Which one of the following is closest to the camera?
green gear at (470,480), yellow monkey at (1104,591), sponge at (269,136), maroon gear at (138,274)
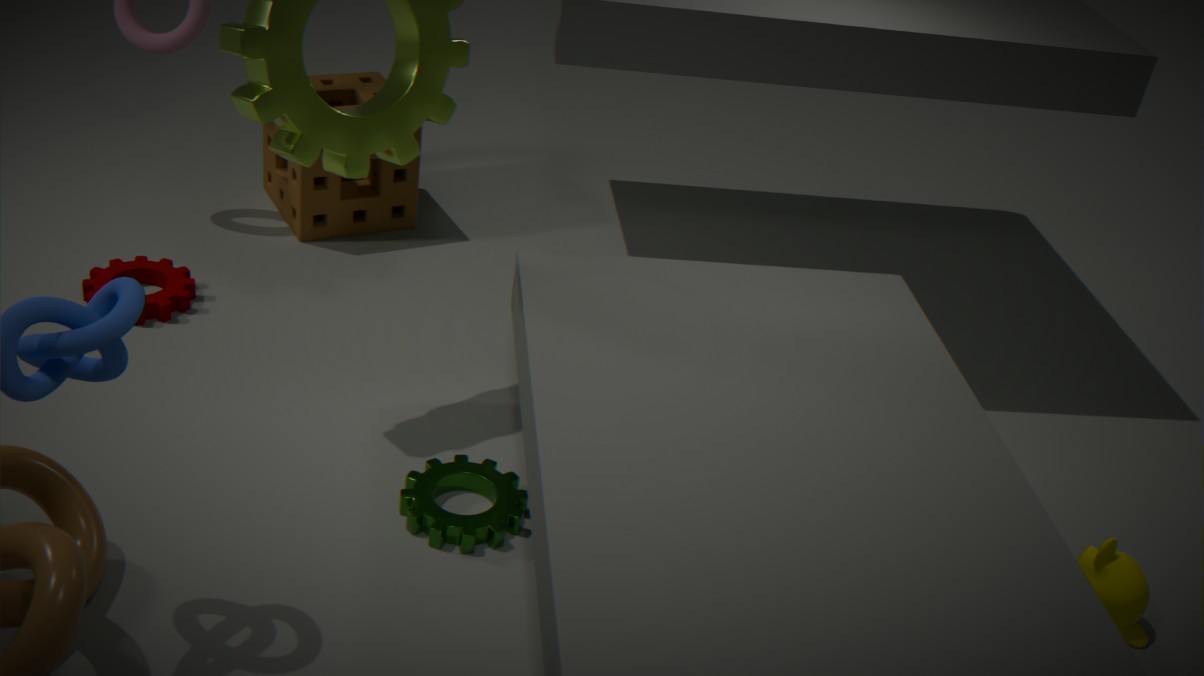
yellow monkey at (1104,591)
